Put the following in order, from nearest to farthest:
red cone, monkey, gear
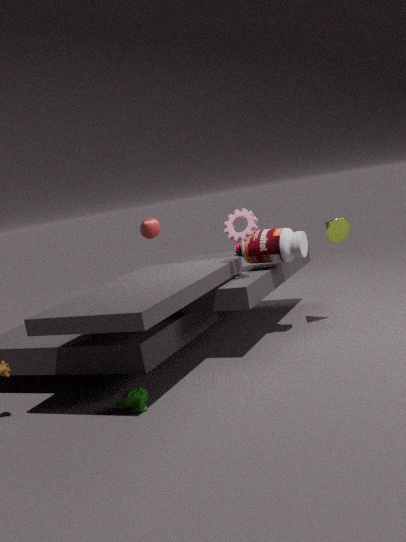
monkey → gear → red cone
